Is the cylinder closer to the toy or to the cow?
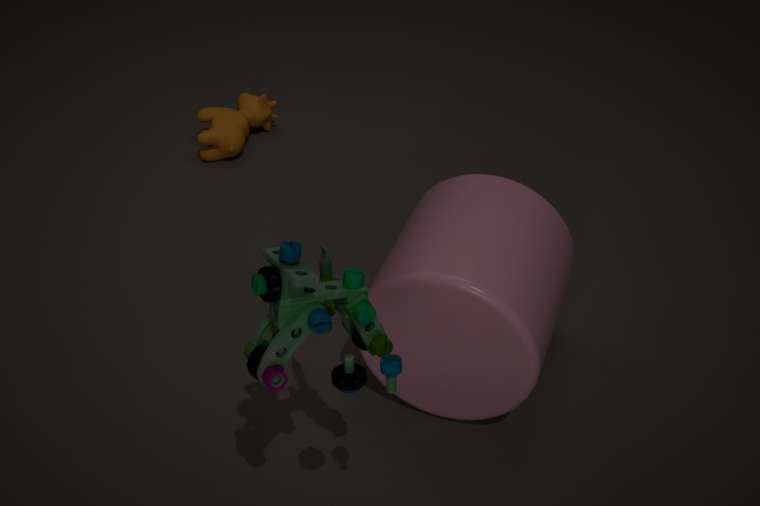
the toy
